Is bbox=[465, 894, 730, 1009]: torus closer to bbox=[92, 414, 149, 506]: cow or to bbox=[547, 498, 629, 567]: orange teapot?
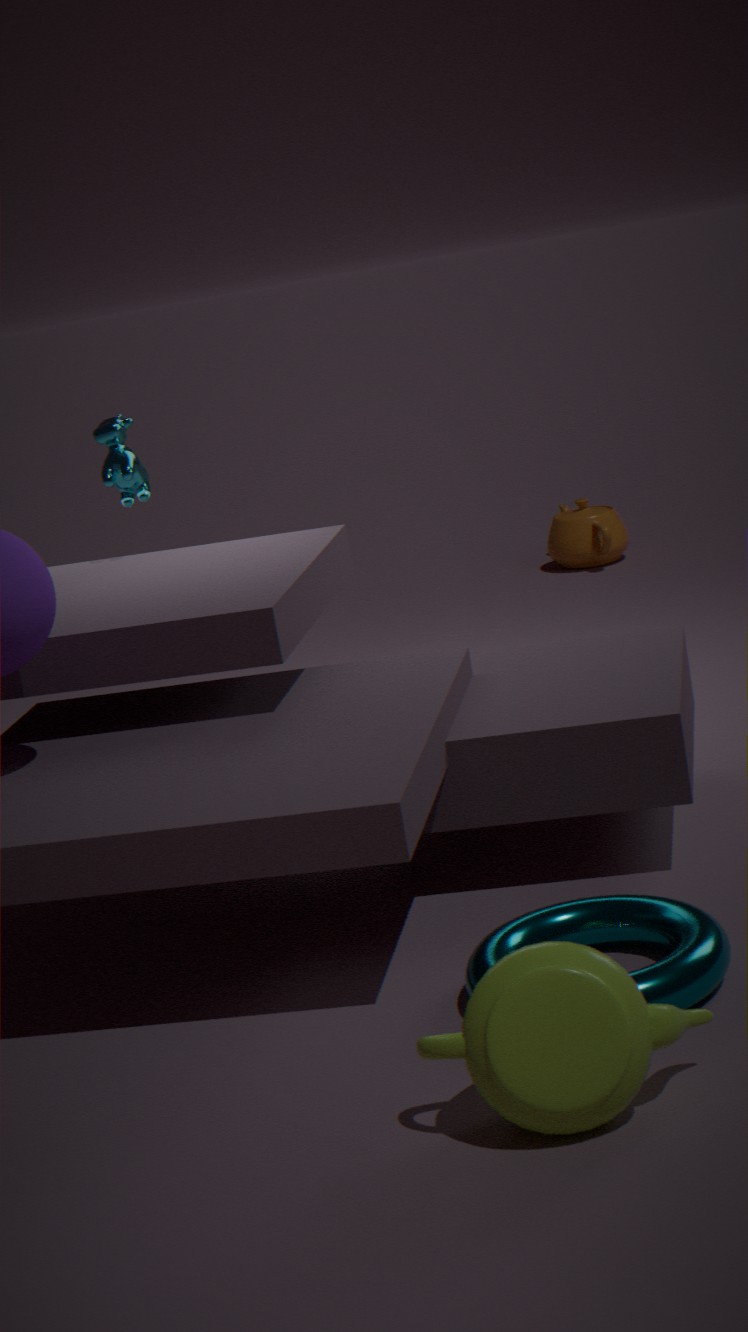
bbox=[92, 414, 149, 506]: cow
